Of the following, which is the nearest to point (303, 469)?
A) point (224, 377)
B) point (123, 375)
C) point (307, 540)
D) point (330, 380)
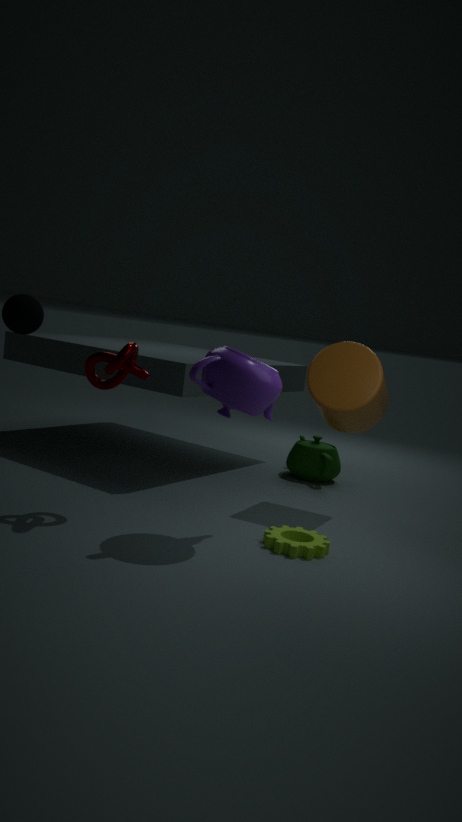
point (330, 380)
